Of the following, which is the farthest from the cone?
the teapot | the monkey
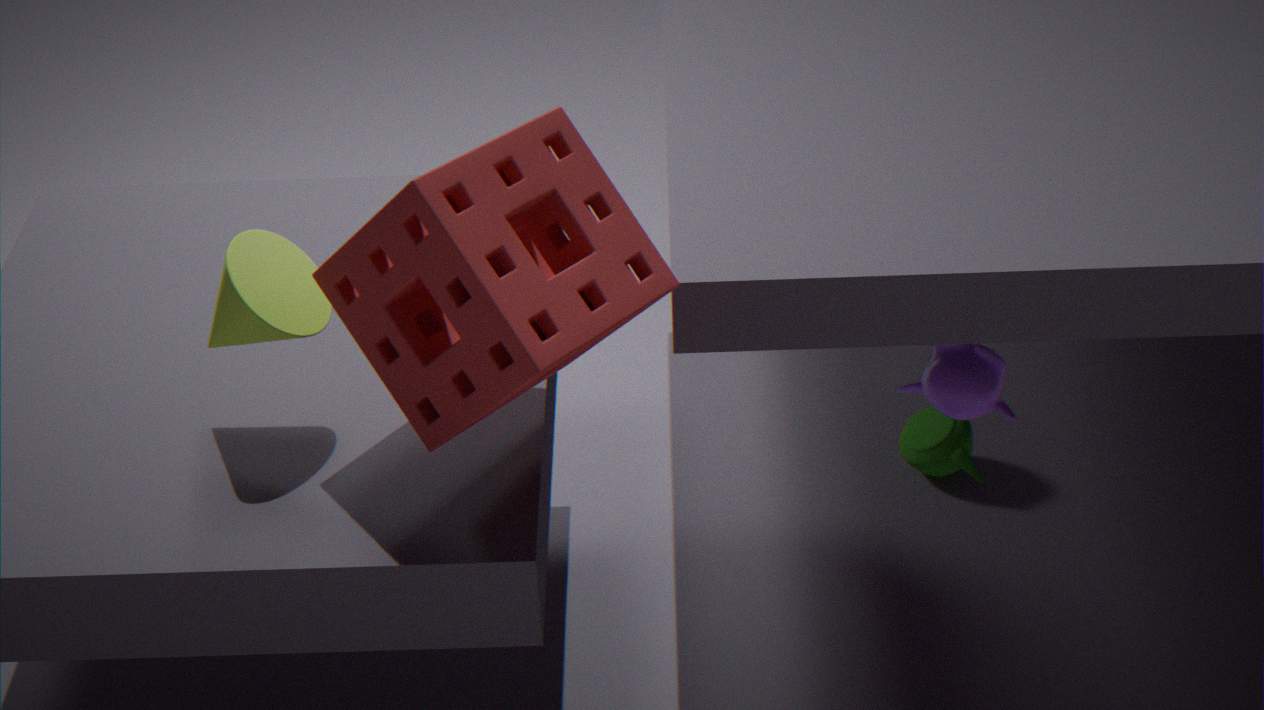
the teapot
